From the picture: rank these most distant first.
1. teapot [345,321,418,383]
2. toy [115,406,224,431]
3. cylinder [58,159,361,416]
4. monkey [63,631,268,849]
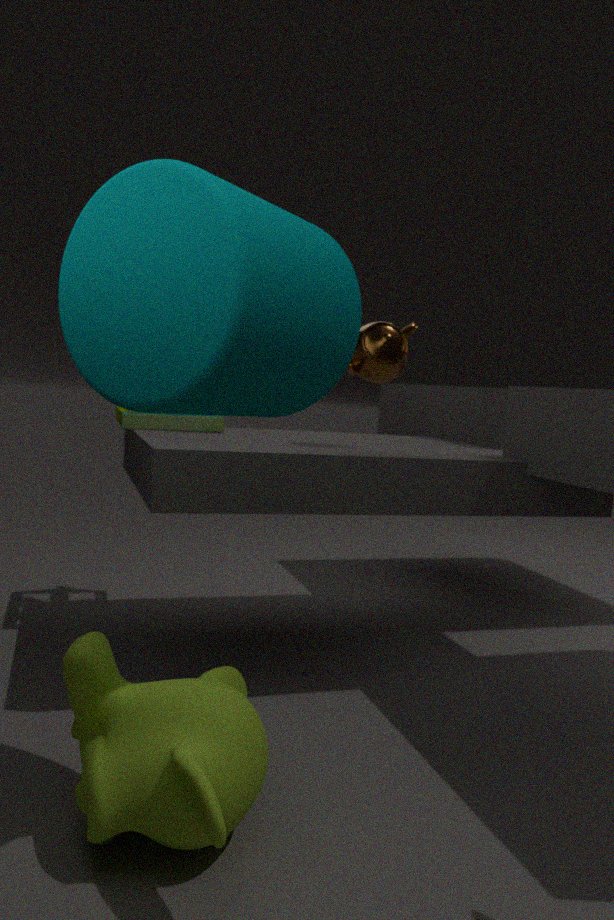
toy [115,406,224,431], teapot [345,321,418,383], monkey [63,631,268,849], cylinder [58,159,361,416]
